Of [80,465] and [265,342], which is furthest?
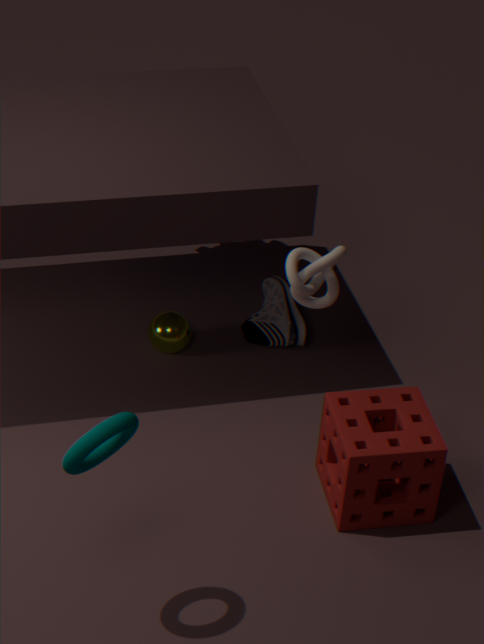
[265,342]
